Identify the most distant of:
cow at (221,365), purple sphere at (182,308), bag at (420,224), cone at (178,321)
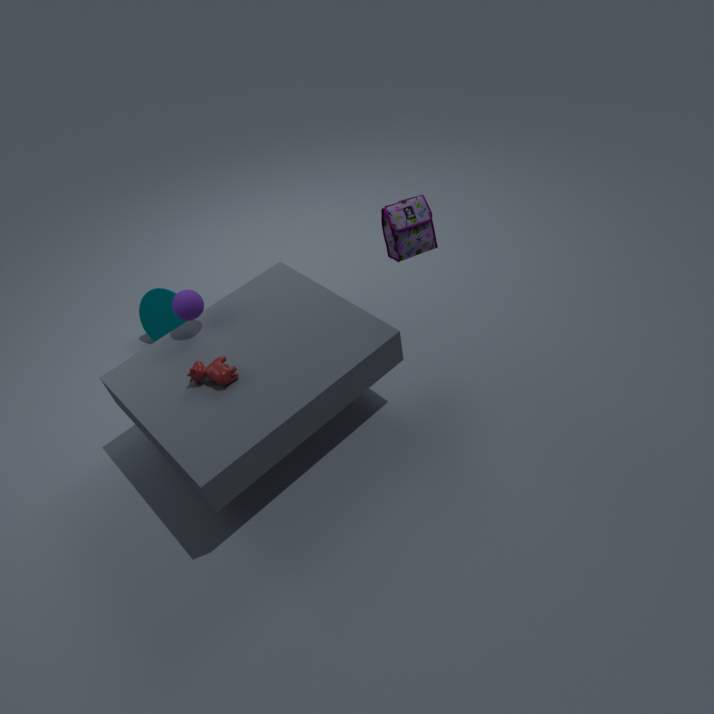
Result: cone at (178,321)
